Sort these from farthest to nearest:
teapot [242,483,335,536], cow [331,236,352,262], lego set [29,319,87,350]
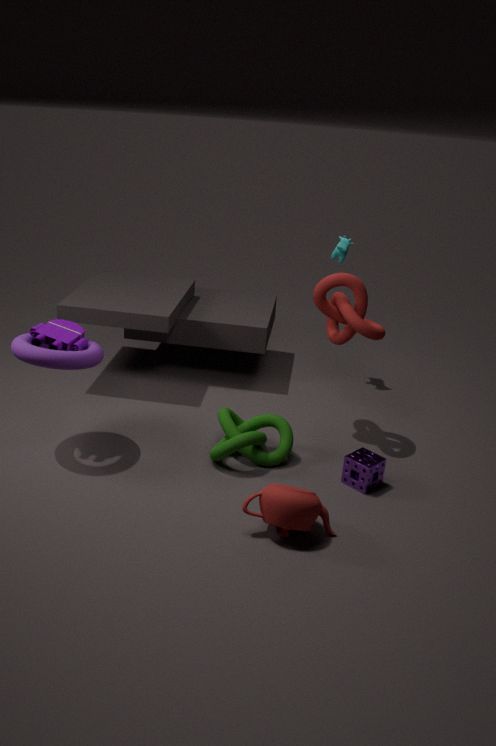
cow [331,236,352,262] → lego set [29,319,87,350] → teapot [242,483,335,536]
